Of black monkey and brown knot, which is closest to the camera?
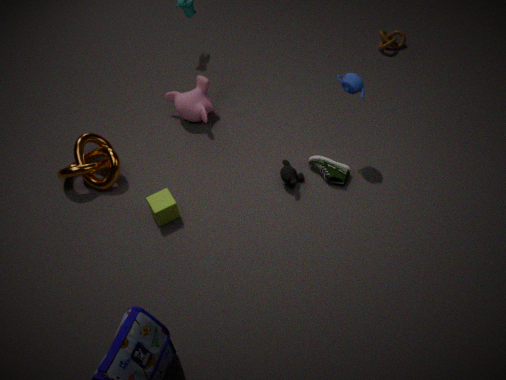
black monkey
